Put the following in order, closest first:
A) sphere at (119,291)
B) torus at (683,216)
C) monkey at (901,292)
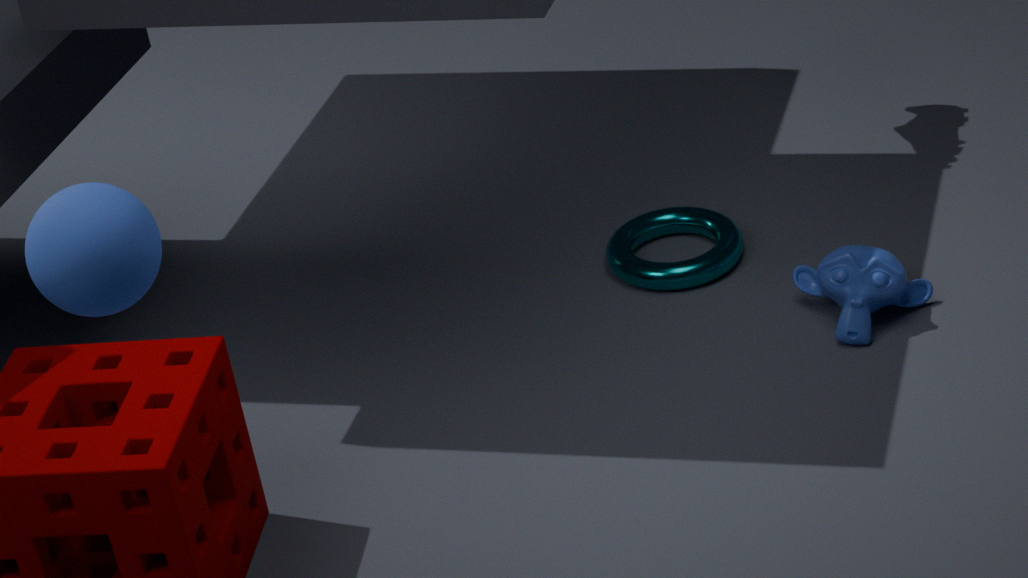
sphere at (119,291) → monkey at (901,292) → torus at (683,216)
